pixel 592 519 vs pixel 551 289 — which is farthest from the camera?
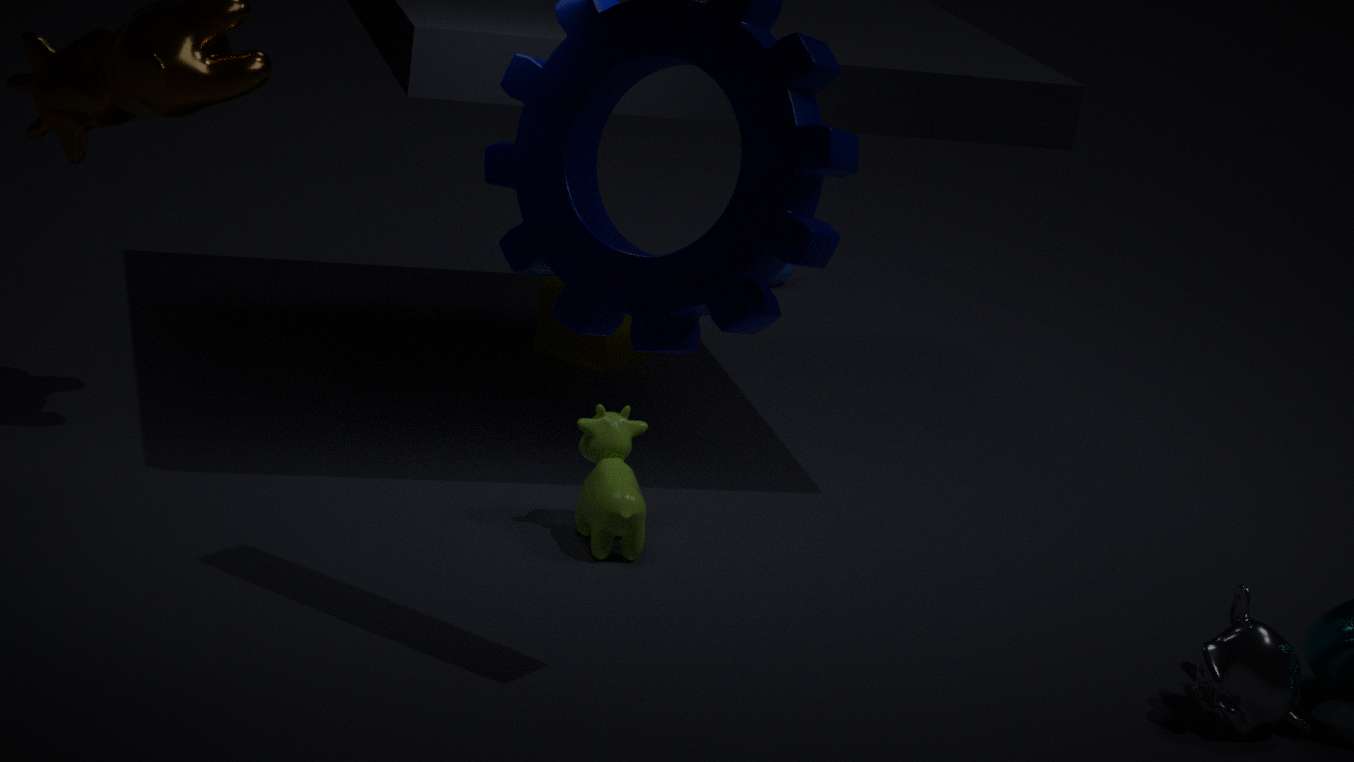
pixel 551 289
